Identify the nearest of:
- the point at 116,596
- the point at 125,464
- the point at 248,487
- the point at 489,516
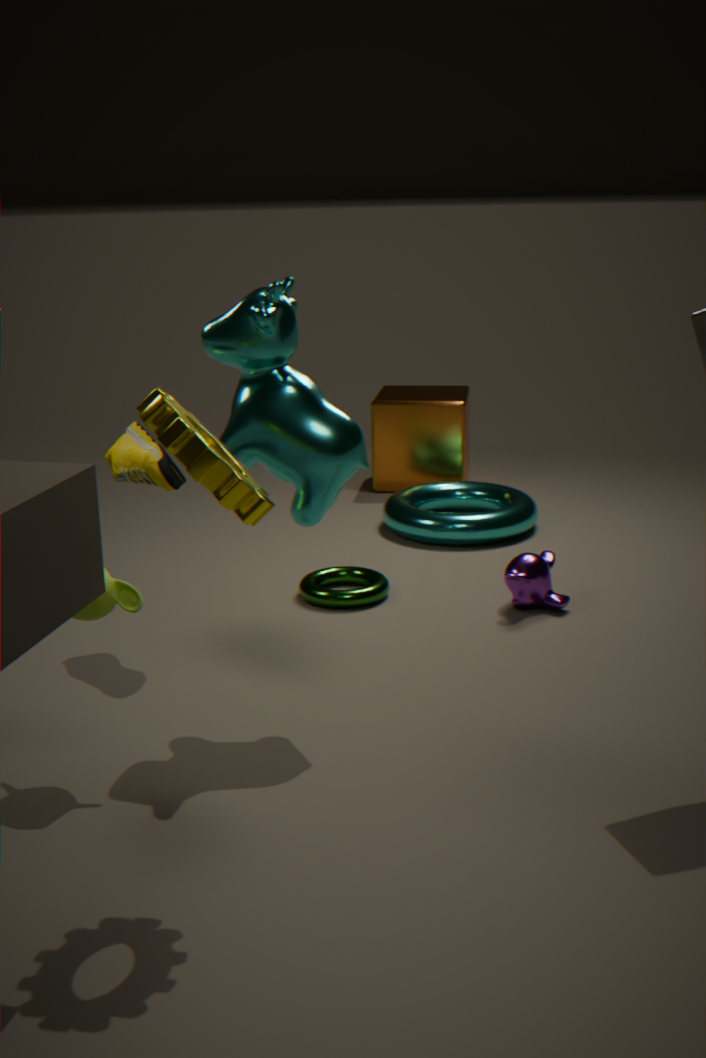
the point at 248,487
